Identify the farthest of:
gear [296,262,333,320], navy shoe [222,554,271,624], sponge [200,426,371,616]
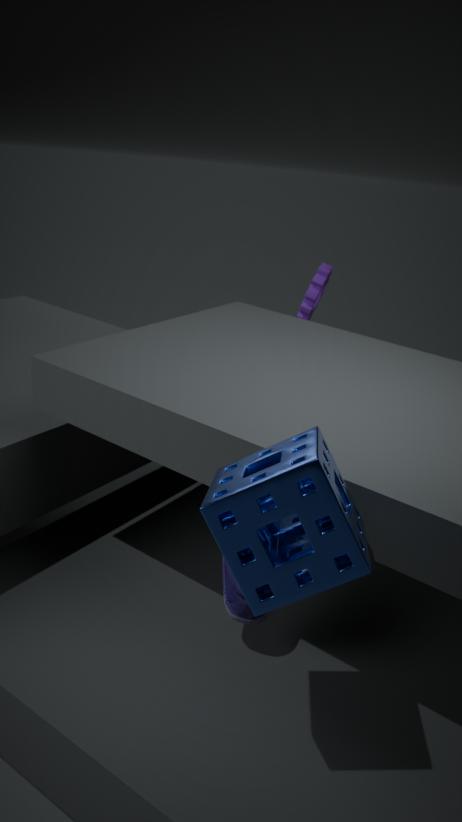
gear [296,262,333,320]
